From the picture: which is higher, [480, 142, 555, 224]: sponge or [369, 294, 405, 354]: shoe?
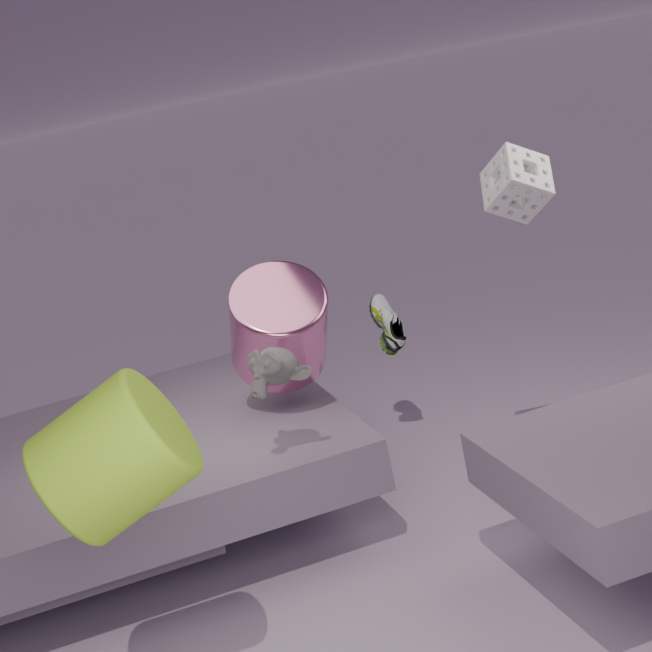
[480, 142, 555, 224]: sponge
